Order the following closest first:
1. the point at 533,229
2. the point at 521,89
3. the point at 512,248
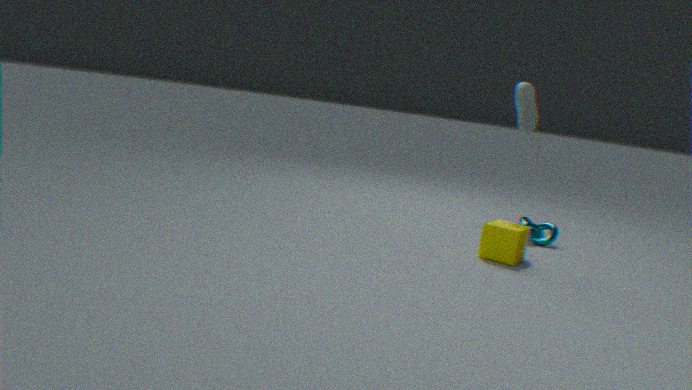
the point at 512,248 < the point at 521,89 < the point at 533,229
